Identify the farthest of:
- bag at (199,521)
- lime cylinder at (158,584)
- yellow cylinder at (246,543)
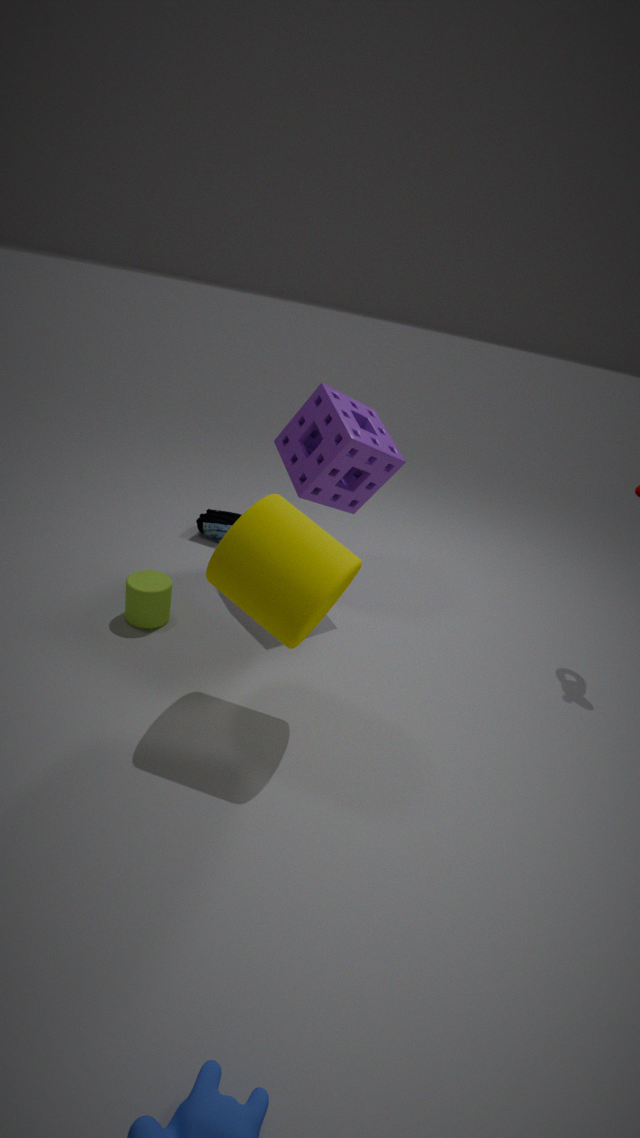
bag at (199,521)
